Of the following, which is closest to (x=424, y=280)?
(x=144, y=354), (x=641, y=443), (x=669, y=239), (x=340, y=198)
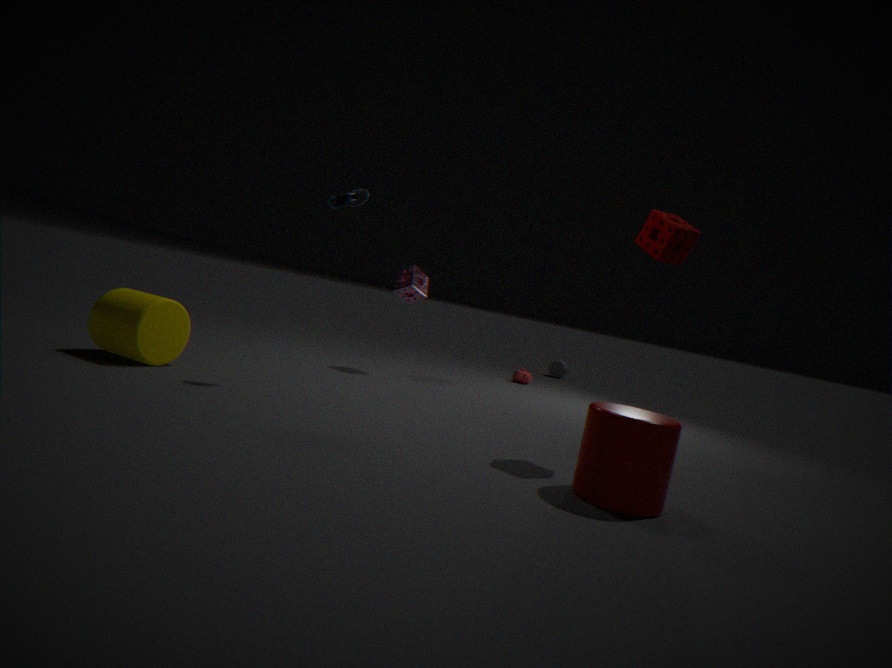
(x=340, y=198)
